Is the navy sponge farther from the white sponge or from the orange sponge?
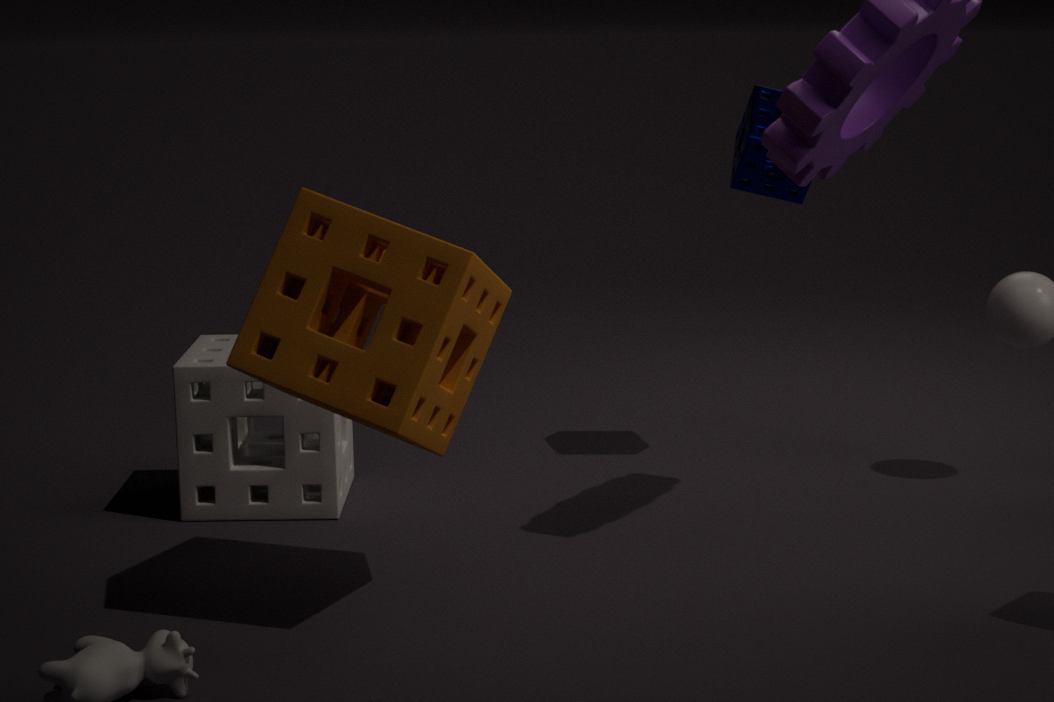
the white sponge
